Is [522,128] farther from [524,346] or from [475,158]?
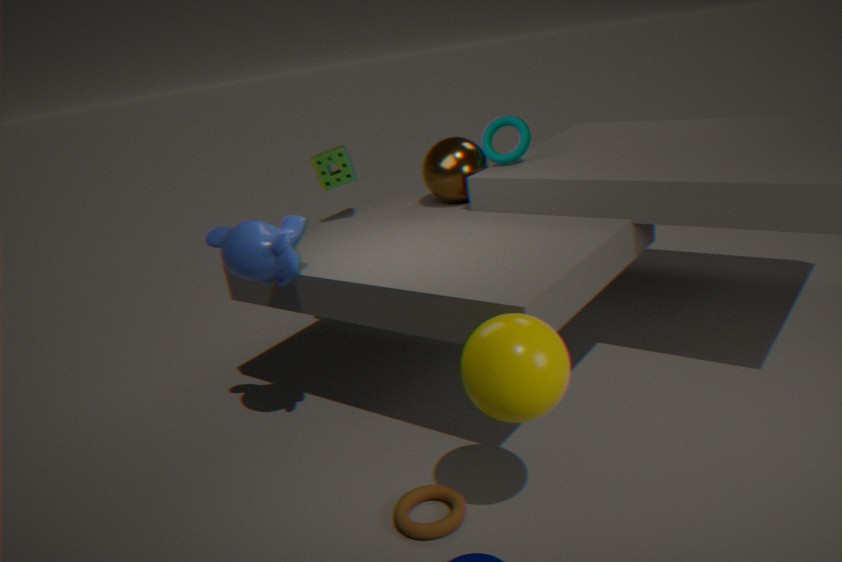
[524,346]
